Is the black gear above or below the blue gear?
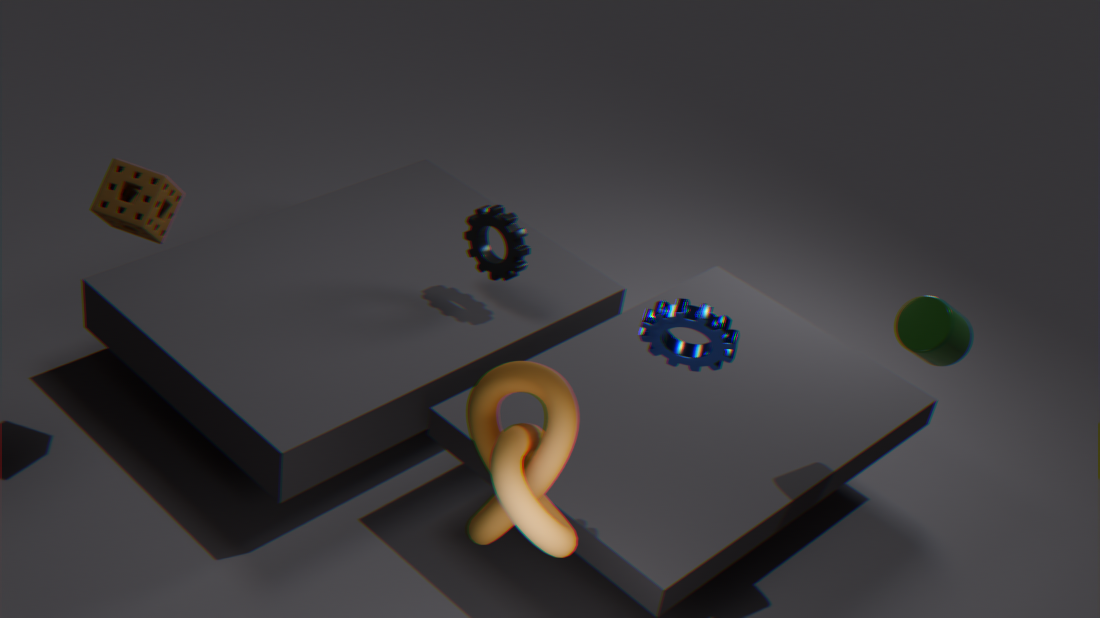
below
